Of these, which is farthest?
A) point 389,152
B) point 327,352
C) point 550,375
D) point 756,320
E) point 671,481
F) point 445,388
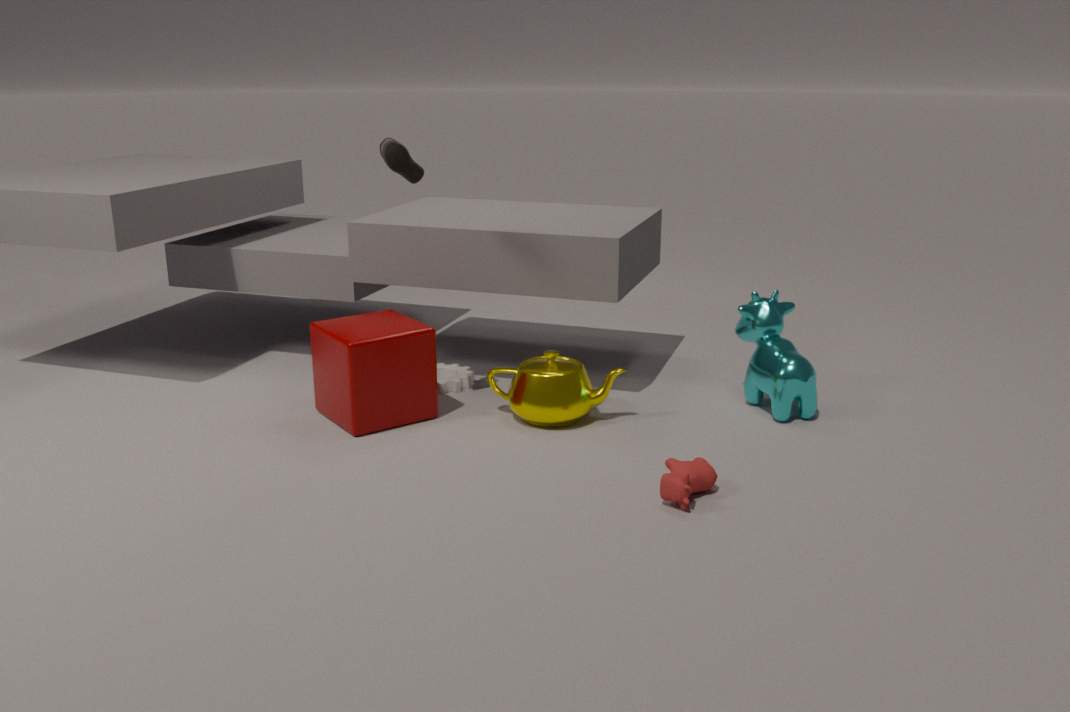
point 445,388
